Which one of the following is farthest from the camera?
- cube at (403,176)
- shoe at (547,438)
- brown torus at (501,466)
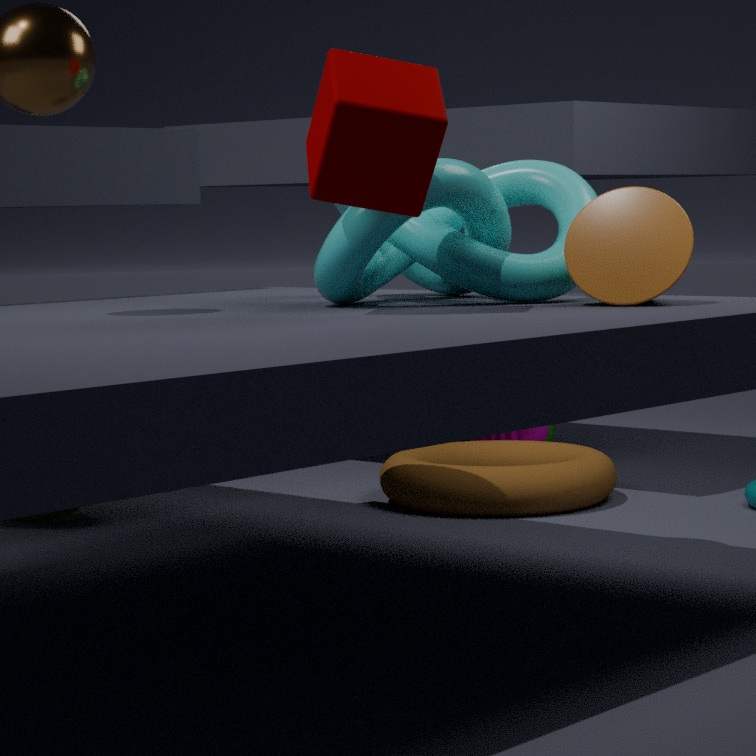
shoe at (547,438)
